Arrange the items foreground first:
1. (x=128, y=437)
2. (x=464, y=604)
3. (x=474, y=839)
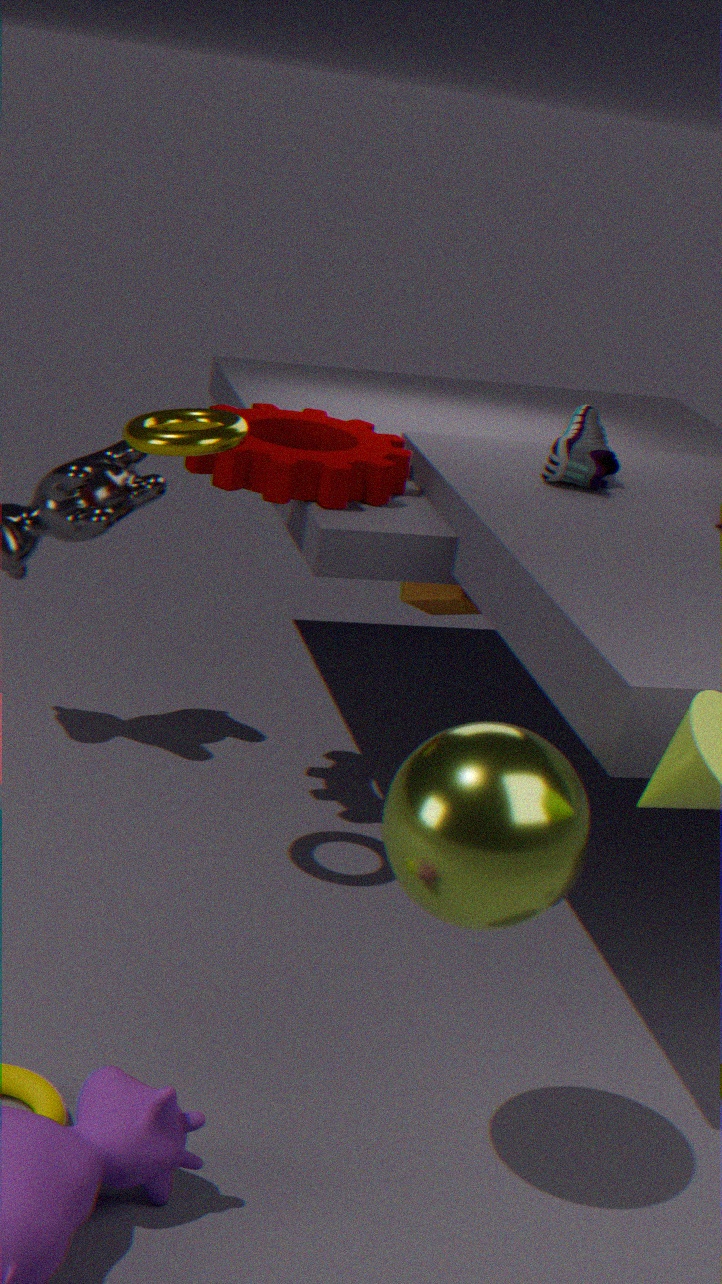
(x=474, y=839) → (x=128, y=437) → (x=464, y=604)
